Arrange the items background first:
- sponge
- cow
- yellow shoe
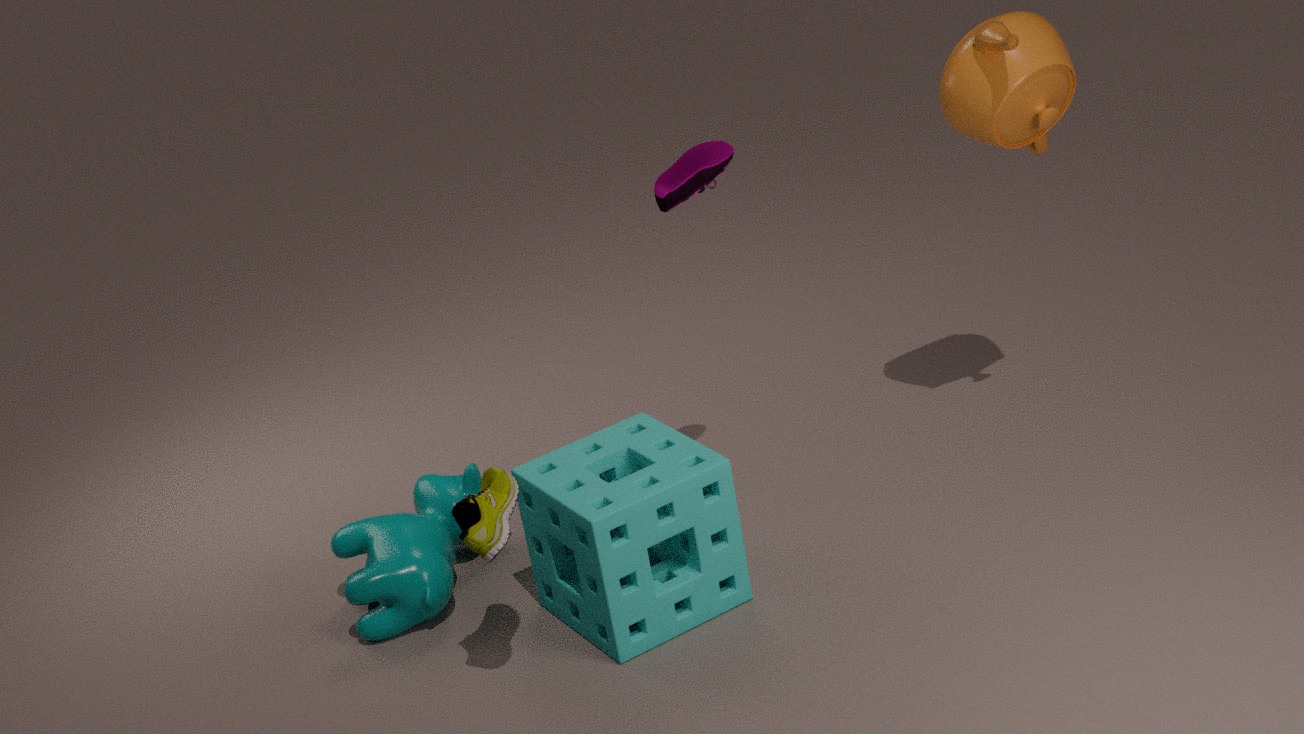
1. cow
2. sponge
3. yellow shoe
